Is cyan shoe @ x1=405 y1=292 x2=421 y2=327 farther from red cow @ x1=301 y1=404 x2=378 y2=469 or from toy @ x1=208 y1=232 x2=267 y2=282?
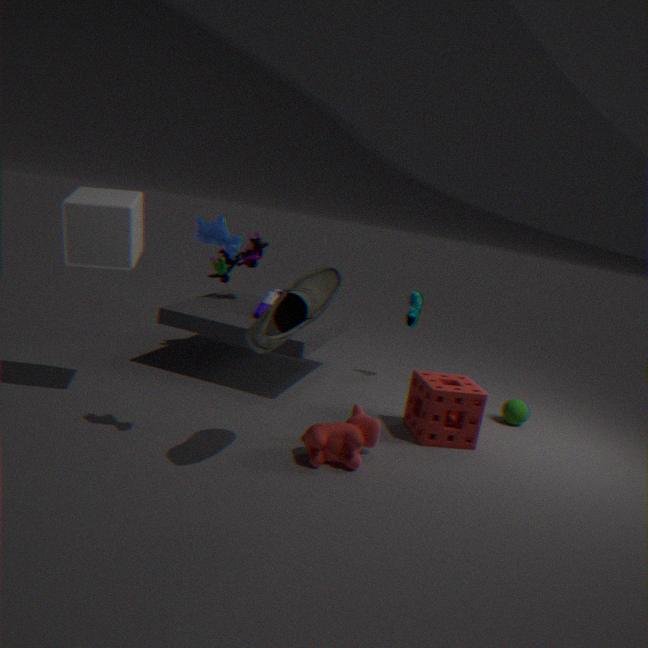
red cow @ x1=301 y1=404 x2=378 y2=469
